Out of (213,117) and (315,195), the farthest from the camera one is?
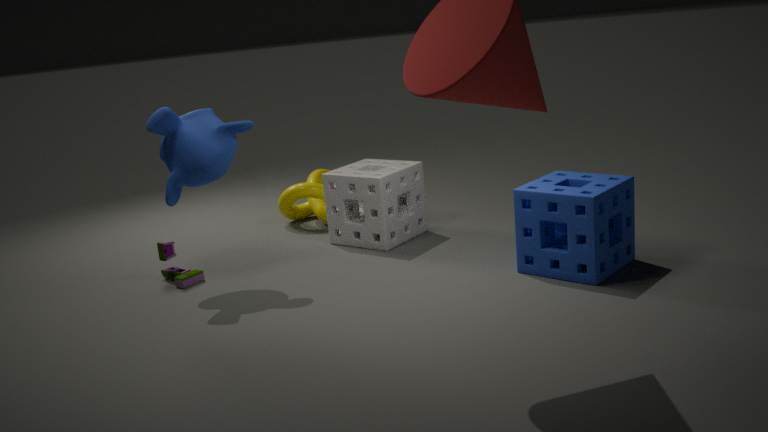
(315,195)
